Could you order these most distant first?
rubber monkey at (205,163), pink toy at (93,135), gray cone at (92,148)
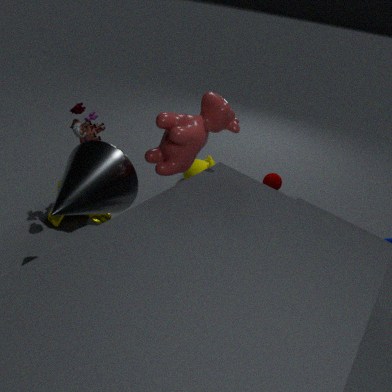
1. rubber monkey at (205,163)
2. pink toy at (93,135)
3. gray cone at (92,148)
